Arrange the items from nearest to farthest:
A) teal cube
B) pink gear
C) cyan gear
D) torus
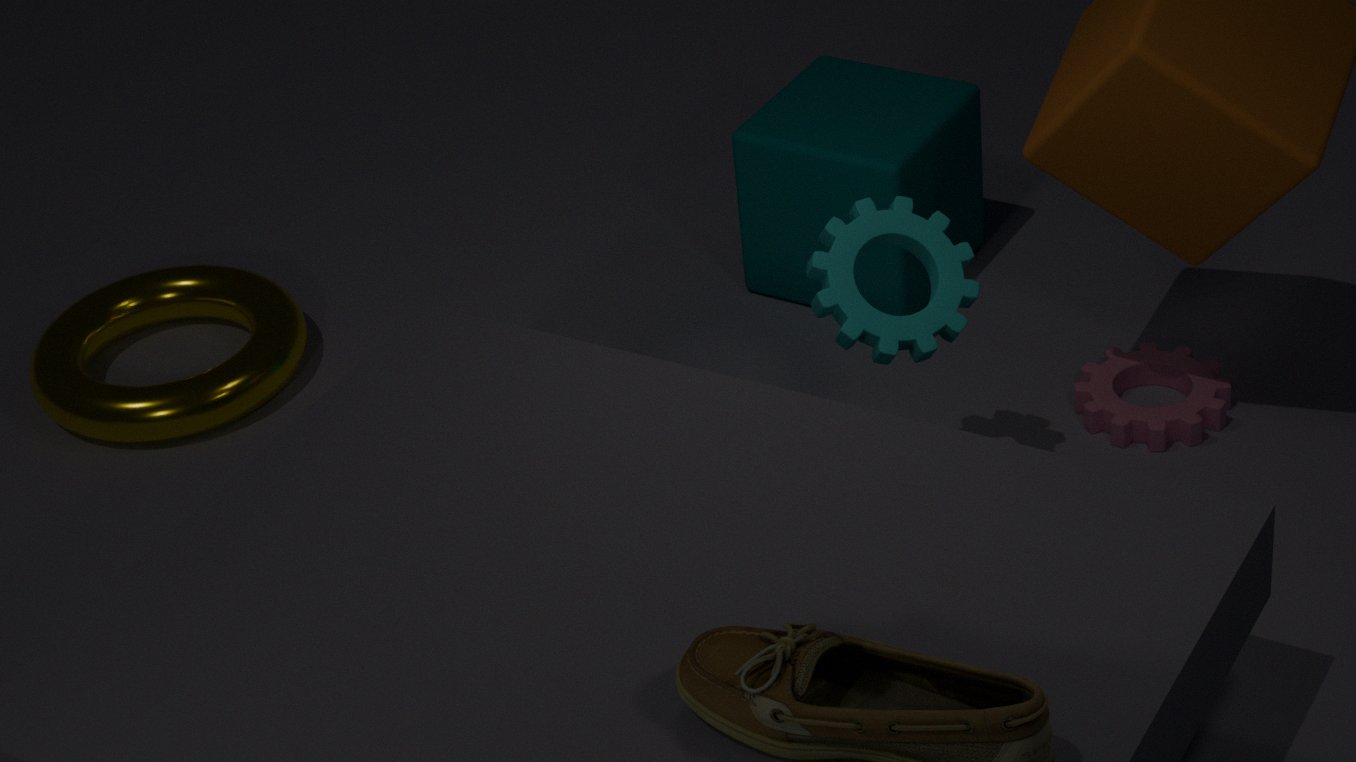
cyan gear < pink gear < torus < teal cube
